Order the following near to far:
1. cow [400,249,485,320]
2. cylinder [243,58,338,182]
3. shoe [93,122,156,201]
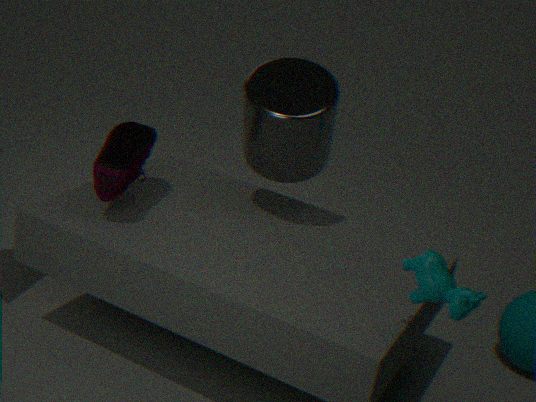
1. cow [400,249,485,320]
2. shoe [93,122,156,201]
3. cylinder [243,58,338,182]
